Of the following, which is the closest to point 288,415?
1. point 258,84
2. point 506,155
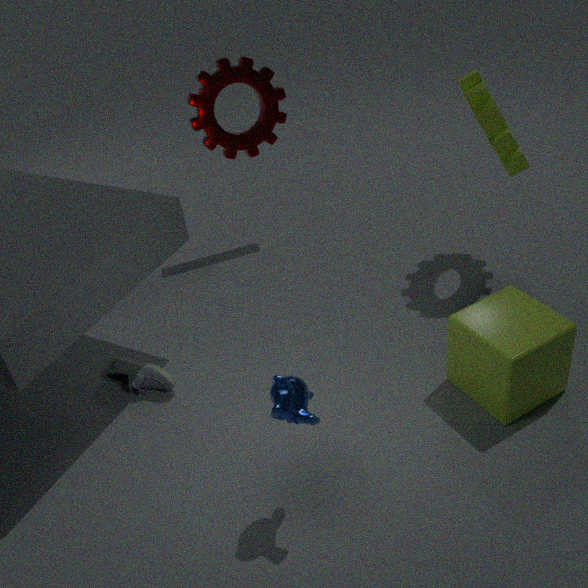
point 506,155
